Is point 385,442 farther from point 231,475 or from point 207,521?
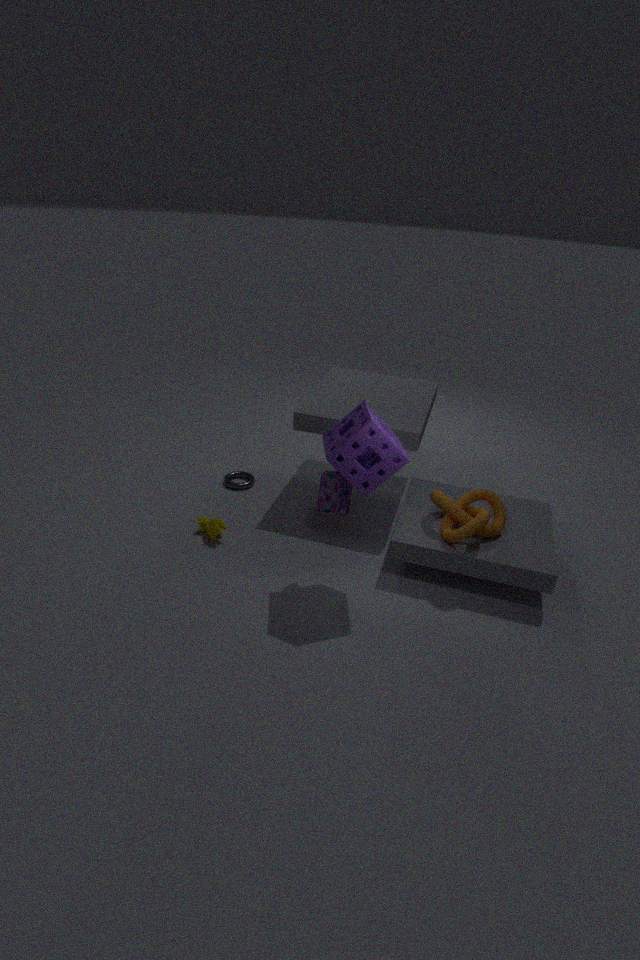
point 231,475
